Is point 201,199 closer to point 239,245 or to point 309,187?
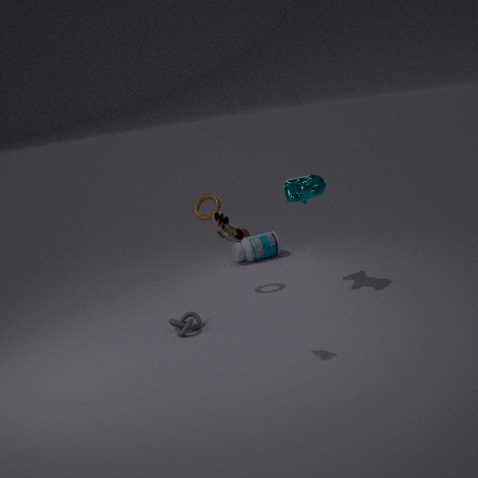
point 309,187
